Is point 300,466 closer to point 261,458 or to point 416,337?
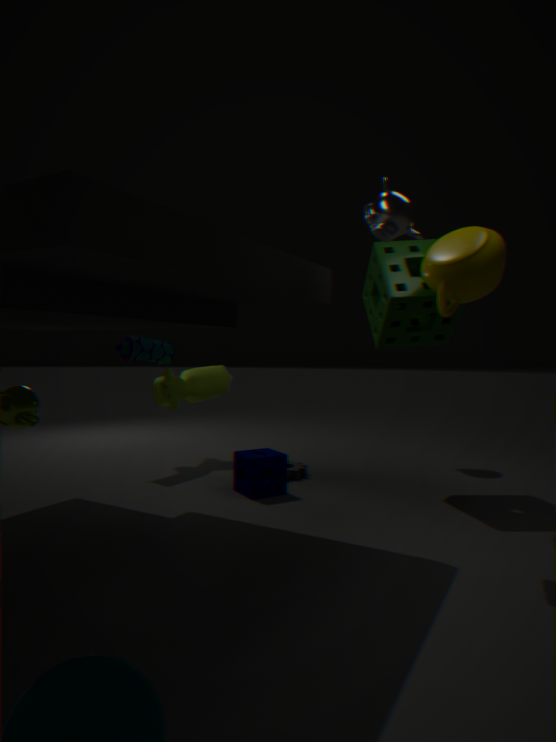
point 261,458
